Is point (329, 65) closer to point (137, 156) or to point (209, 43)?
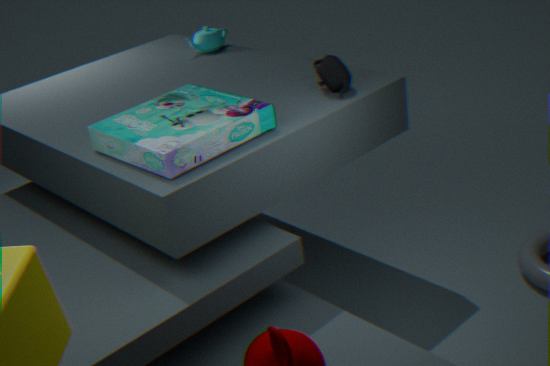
point (137, 156)
